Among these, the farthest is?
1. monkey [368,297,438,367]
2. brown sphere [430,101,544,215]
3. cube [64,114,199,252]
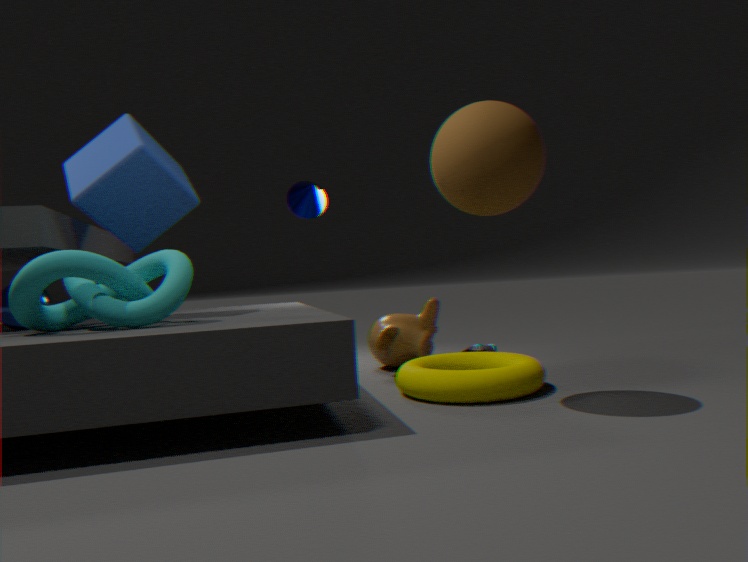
monkey [368,297,438,367]
